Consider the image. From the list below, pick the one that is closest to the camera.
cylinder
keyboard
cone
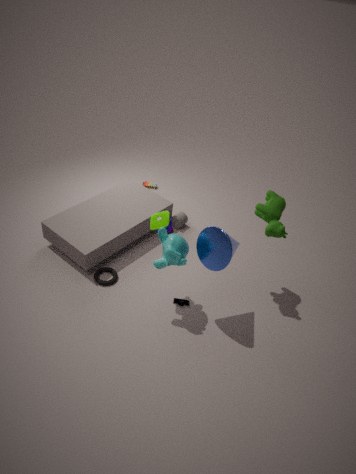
cone
